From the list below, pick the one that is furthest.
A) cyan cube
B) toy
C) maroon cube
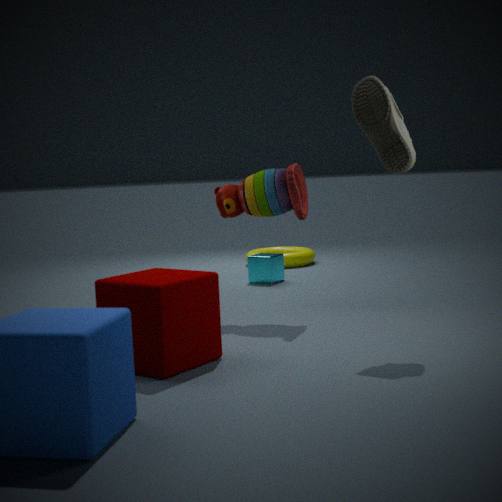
cyan cube
